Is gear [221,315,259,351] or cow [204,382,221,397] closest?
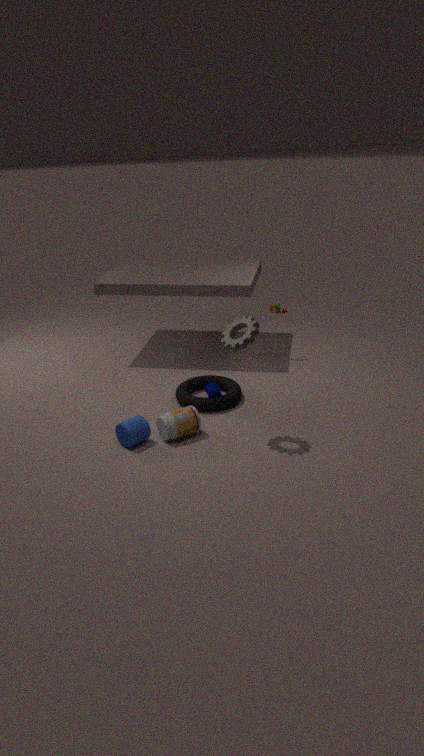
gear [221,315,259,351]
